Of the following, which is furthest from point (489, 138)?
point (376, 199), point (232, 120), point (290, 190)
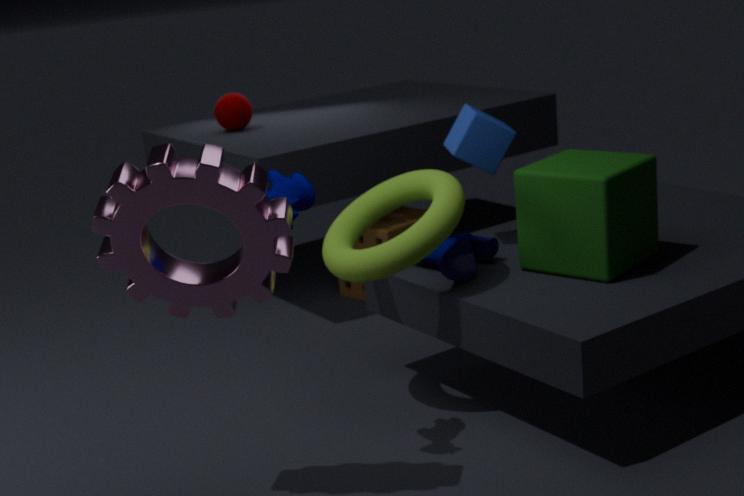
point (232, 120)
